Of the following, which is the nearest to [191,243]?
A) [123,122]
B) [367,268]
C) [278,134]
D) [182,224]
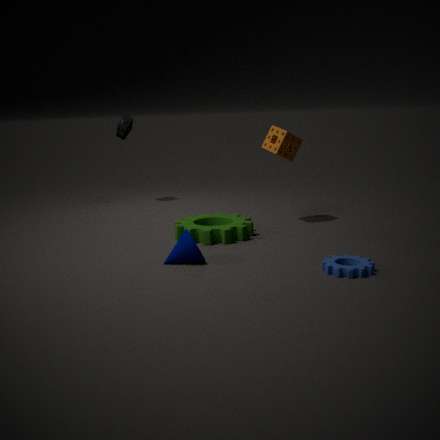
[182,224]
